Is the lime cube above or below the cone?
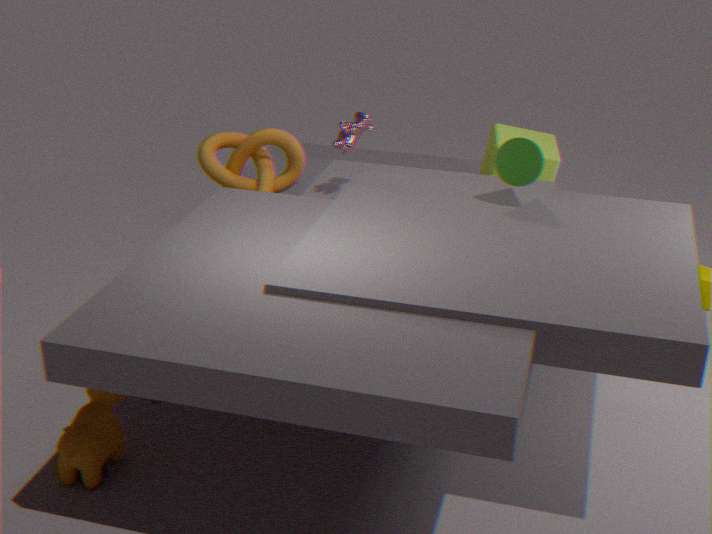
below
